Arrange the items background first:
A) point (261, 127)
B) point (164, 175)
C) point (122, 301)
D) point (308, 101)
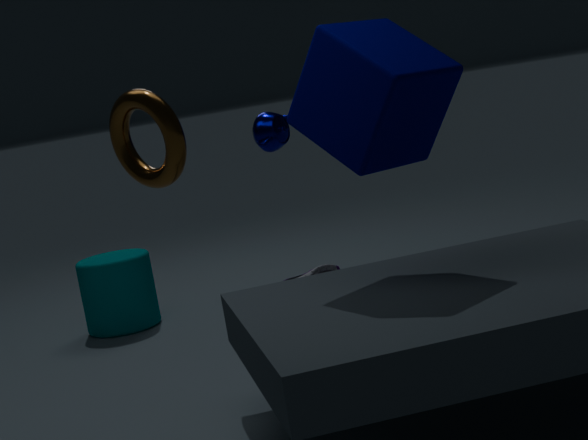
1. point (122, 301)
2. point (261, 127)
3. point (308, 101)
4. point (164, 175)
